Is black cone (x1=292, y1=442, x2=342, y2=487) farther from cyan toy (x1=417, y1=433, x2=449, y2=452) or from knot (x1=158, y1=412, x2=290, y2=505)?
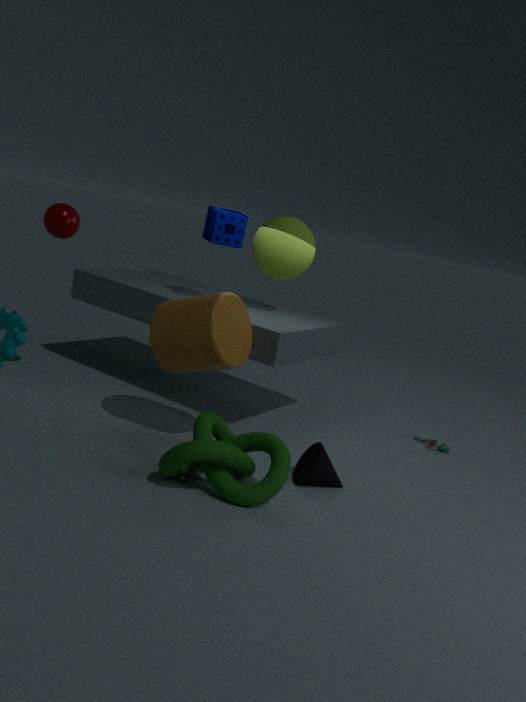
cyan toy (x1=417, y1=433, x2=449, y2=452)
